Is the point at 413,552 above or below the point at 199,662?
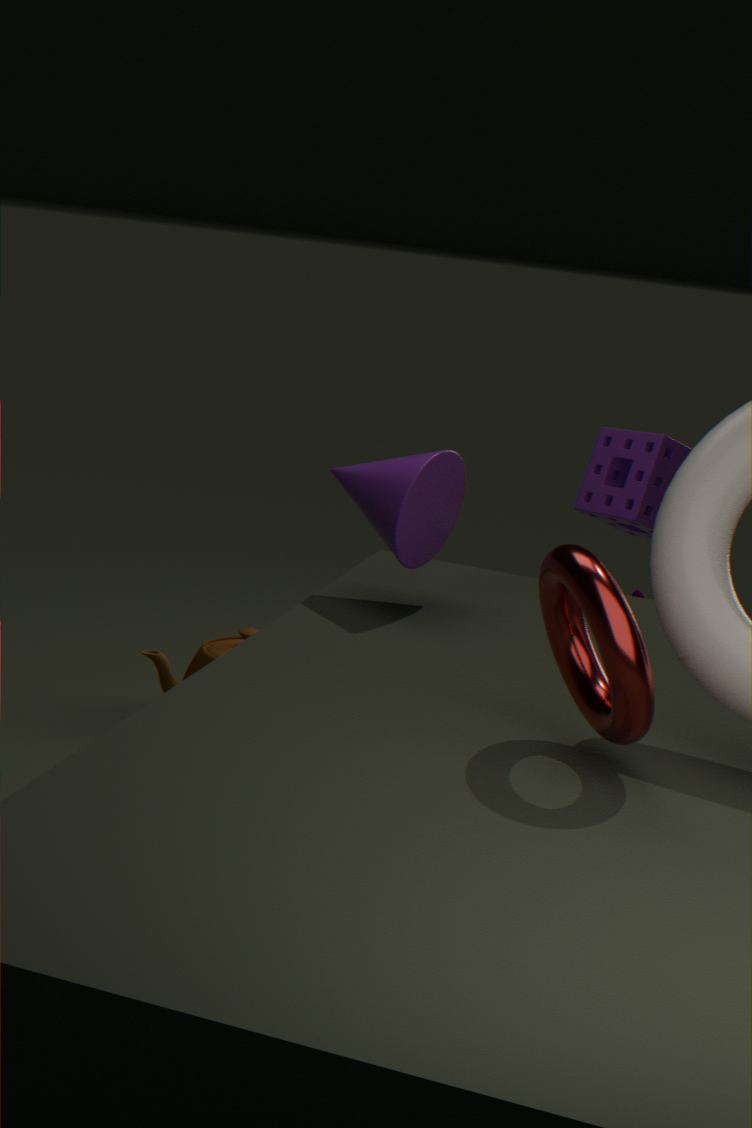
above
